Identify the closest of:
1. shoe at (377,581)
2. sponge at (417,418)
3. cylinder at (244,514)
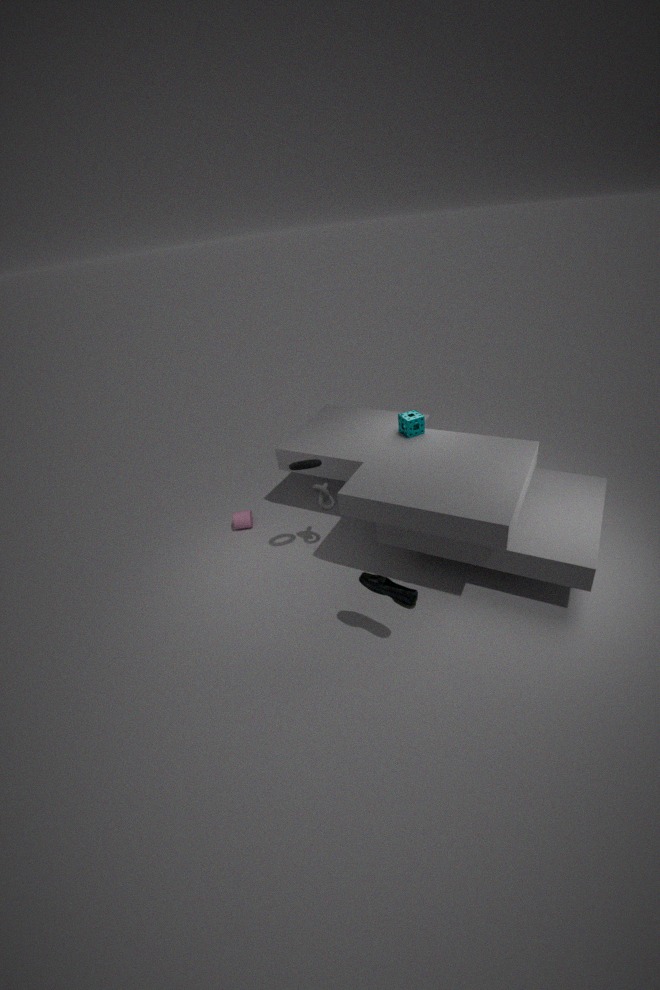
shoe at (377,581)
